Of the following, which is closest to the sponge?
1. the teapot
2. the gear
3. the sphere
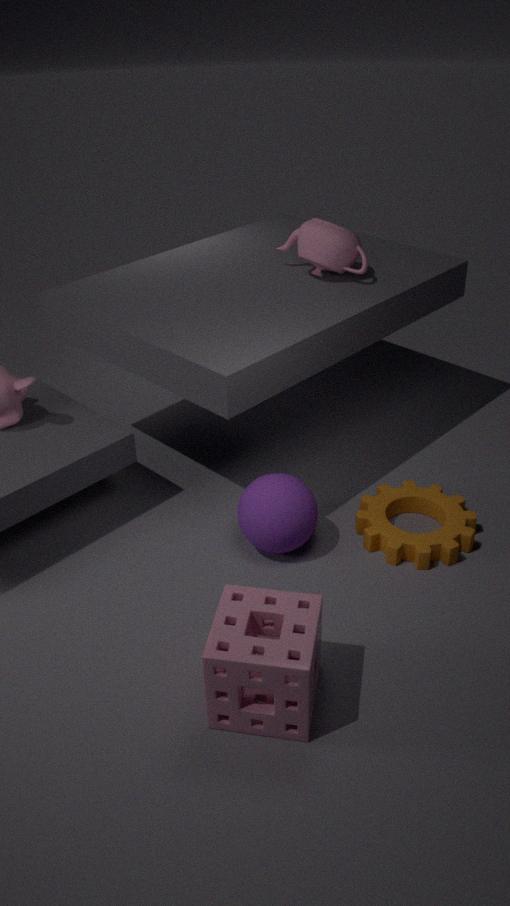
the sphere
